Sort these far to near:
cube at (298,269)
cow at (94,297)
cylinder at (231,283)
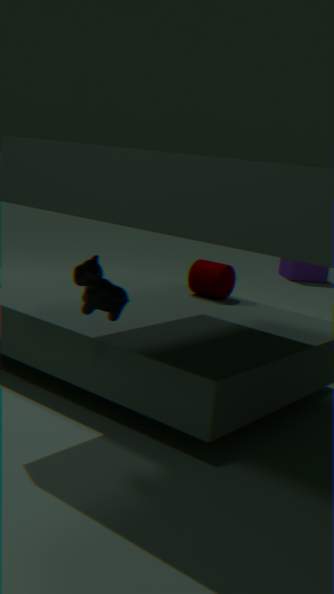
cube at (298,269) → cylinder at (231,283) → cow at (94,297)
